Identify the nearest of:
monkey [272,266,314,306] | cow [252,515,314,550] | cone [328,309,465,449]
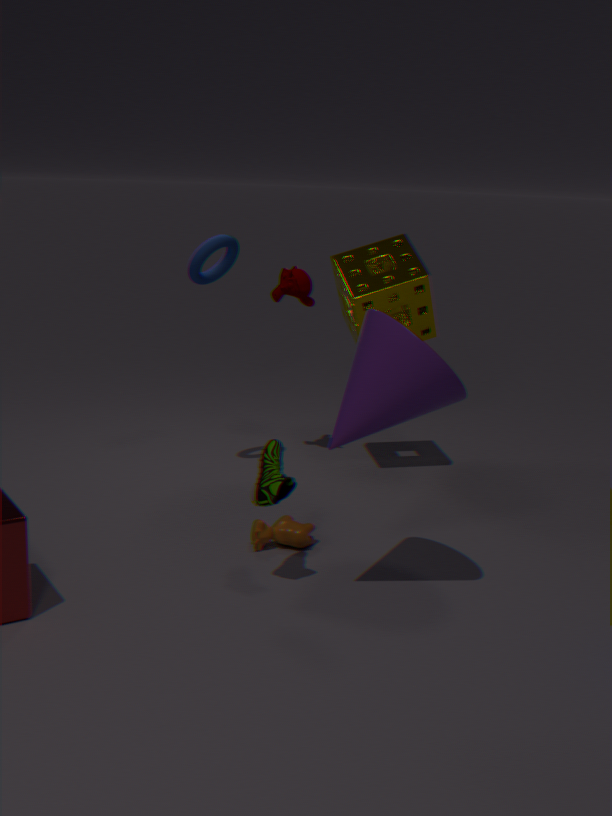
cone [328,309,465,449]
